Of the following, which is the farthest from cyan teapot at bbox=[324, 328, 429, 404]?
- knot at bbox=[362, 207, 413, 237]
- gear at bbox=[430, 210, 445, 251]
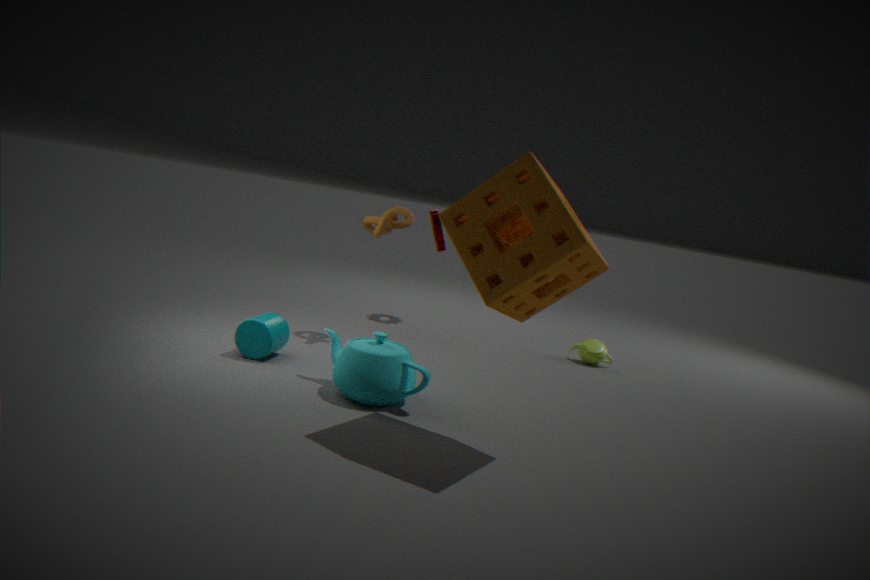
gear at bbox=[430, 210, 445, 251]
